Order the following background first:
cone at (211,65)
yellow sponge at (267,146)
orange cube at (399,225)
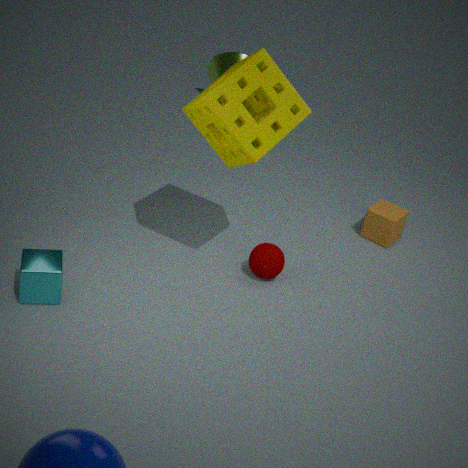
1. cone at (211,65)
2. orange cube at (399,225)
3. yellow sponge at (267,146)
